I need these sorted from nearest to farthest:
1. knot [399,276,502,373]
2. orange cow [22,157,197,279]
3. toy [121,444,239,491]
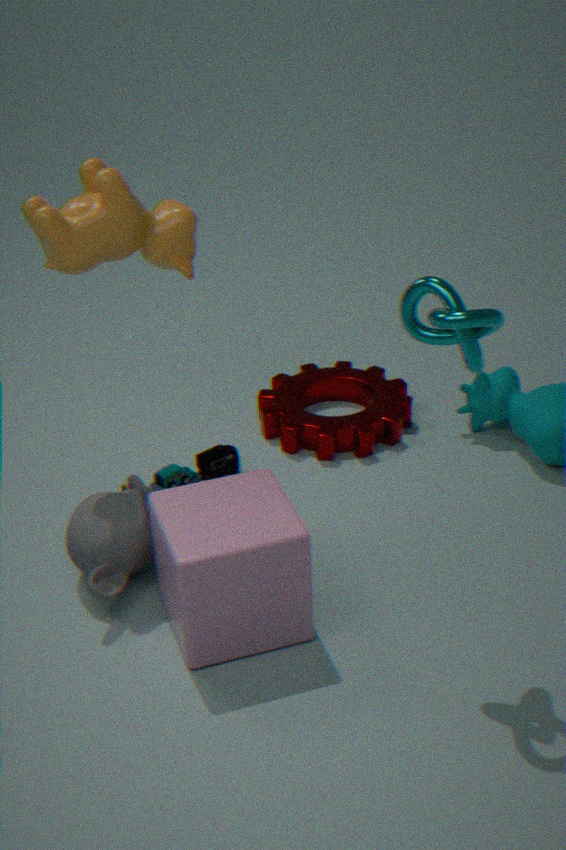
knot [399,276,502,373] → orange cow [22,157,197,279] → toy [121,444,239,491]
